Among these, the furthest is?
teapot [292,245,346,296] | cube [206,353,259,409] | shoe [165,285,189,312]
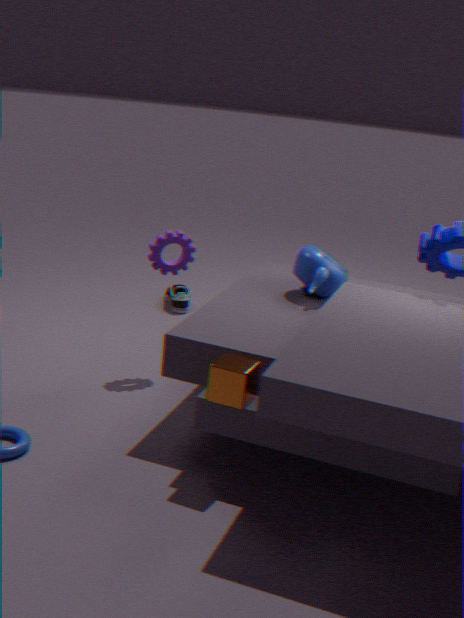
shoe [165,285,189,312]
